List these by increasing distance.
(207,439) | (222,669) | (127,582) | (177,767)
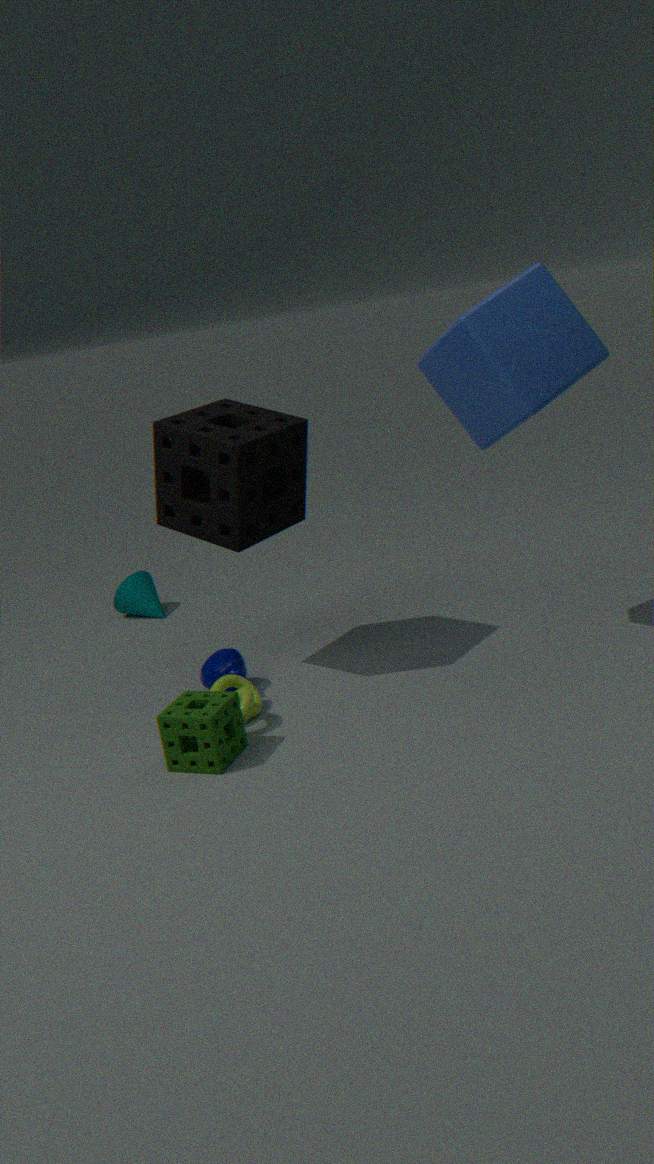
1. (177,767)
2. (207,439)
3. (222,669)
4. (127,582)
